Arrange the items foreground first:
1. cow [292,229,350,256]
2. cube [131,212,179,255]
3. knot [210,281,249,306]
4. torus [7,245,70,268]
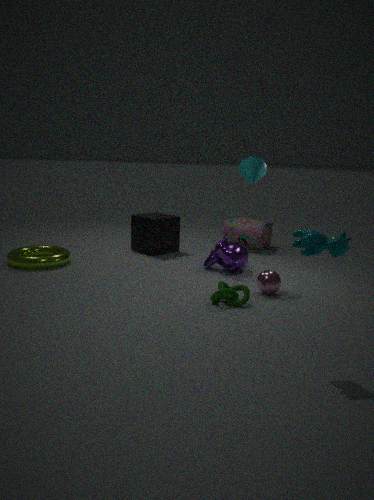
cow [292,229,350,256]
knot [210,281,249,306]
torus [7,245,70,268]
cube [131,212,179,255]
